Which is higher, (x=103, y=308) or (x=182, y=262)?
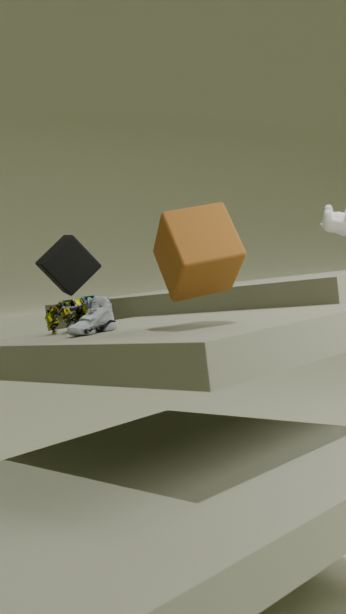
(x=182, y=262)
